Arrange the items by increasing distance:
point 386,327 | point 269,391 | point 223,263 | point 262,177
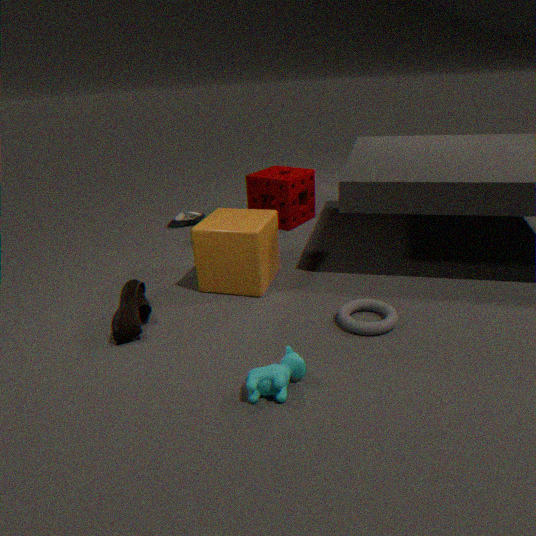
point 269,391 → point 386,327 → point 223,263 → point 262,177
